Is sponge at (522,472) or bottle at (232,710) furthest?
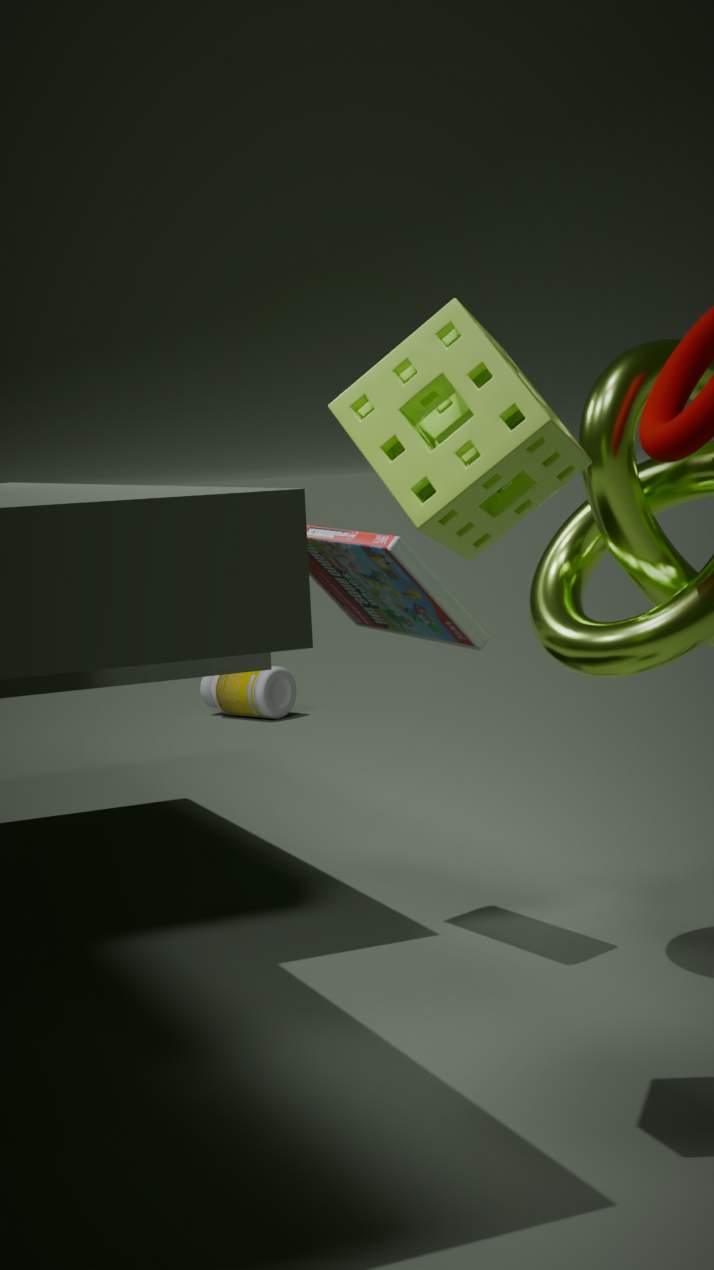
bottle at (232,710)
